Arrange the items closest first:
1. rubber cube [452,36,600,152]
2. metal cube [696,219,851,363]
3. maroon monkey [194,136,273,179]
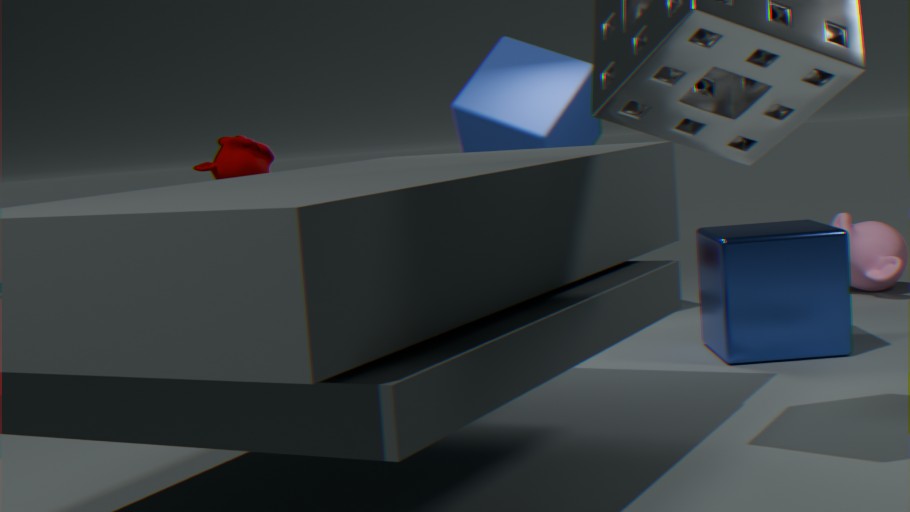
1. maroon monkey [194,136,273,179]
2. metal cube [696,219,851,363]
3. rubber cube [452,36,600,152]
